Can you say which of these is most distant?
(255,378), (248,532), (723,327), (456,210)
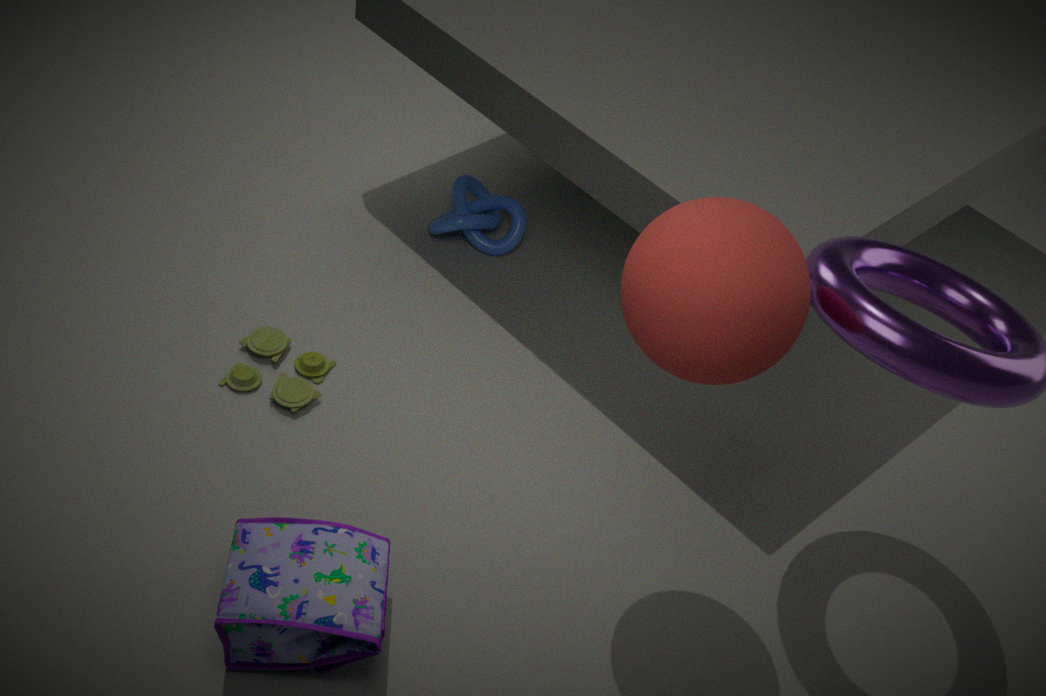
(456,210)
